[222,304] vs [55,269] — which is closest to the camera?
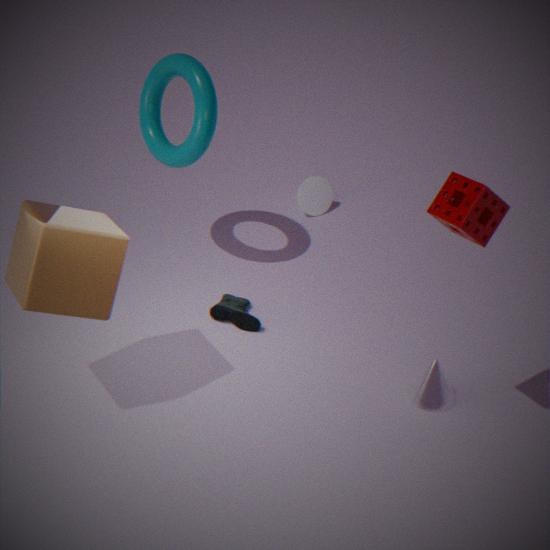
[55,269]
